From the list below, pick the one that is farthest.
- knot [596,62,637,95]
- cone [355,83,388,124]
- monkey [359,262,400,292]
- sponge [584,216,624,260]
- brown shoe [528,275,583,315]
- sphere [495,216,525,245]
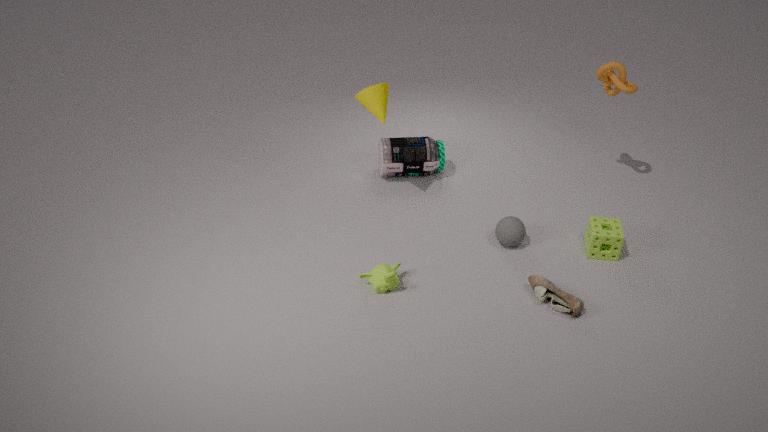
knot [596,62,637,95]
